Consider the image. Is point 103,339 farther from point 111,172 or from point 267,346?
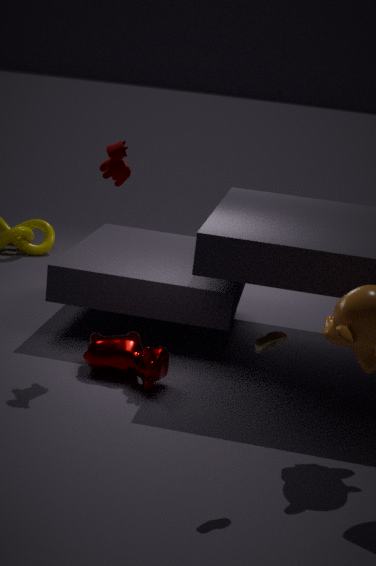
point 267,346
